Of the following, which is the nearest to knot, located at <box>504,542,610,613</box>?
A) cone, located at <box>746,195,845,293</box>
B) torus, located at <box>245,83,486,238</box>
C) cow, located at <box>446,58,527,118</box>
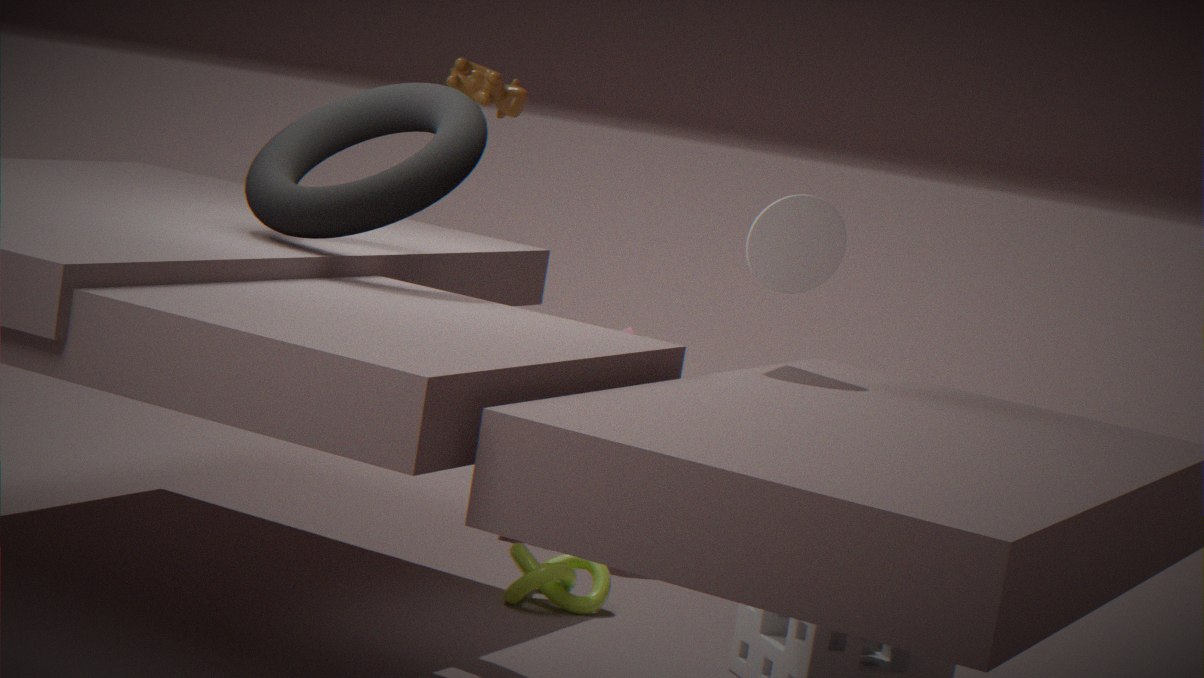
cone, located at <box>746,195,845,293</box>
